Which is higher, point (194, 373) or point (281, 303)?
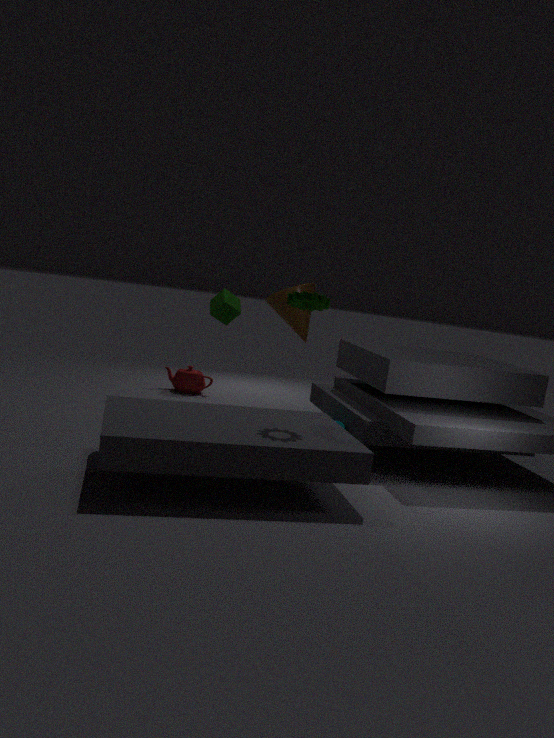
point (281, 303)
